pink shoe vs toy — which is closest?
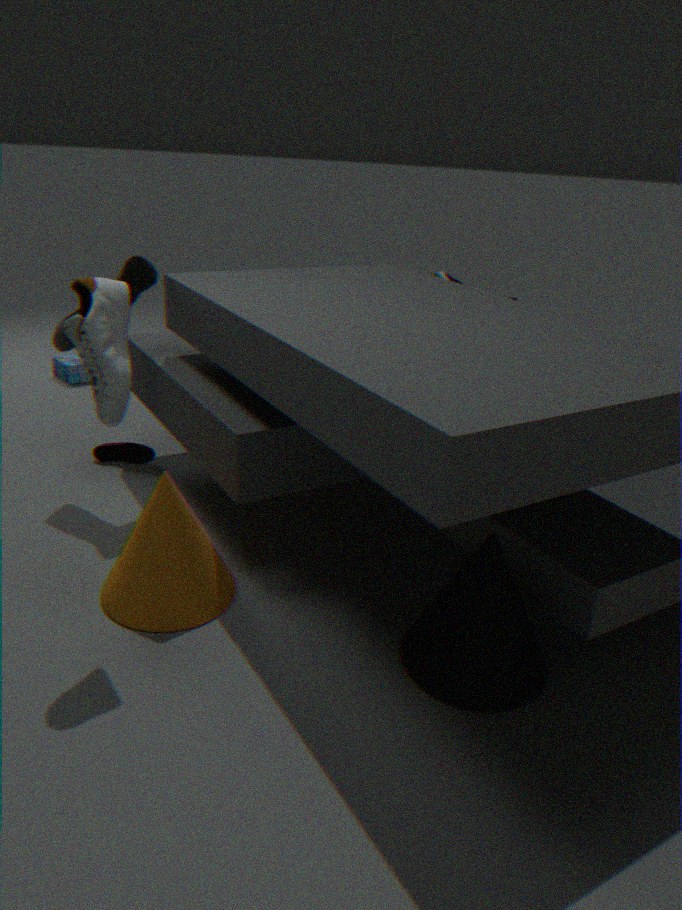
pink shoe
